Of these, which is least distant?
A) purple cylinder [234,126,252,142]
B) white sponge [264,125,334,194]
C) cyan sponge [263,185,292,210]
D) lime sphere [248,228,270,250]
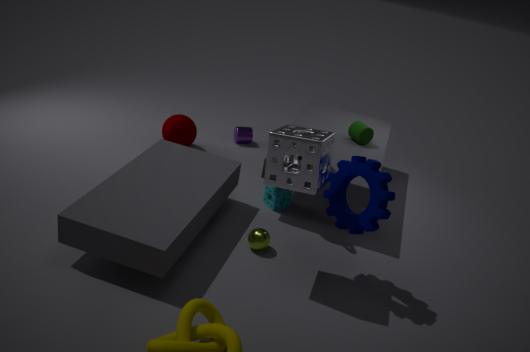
white sponge [264,125,334,194]
